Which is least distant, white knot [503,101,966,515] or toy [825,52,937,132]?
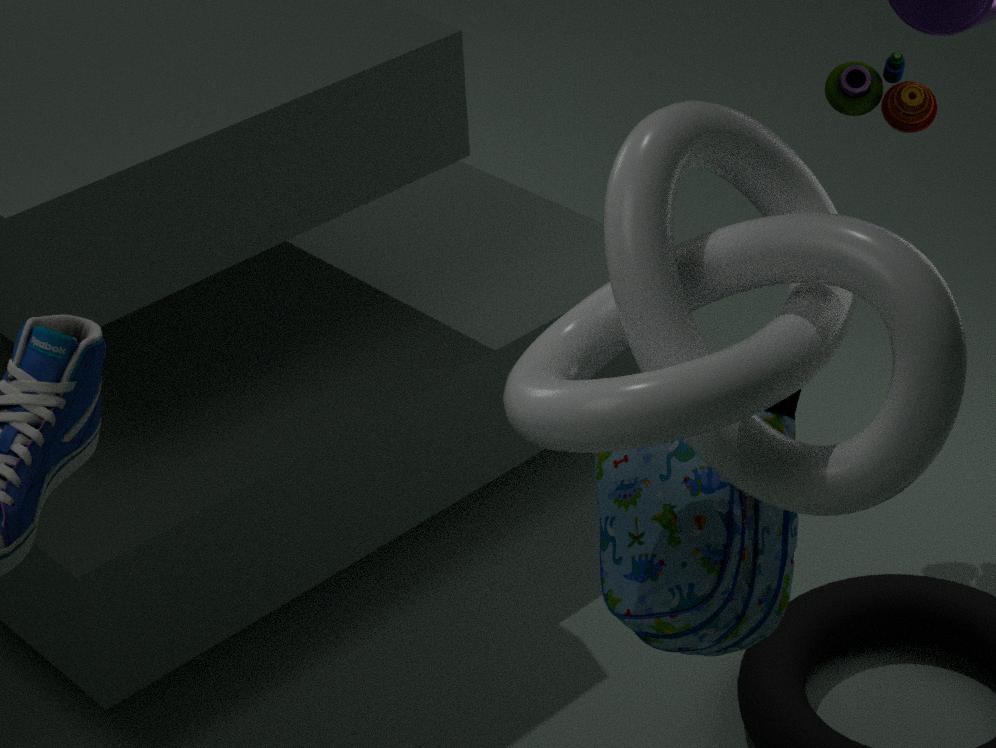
white knot [503,101,966,515]
